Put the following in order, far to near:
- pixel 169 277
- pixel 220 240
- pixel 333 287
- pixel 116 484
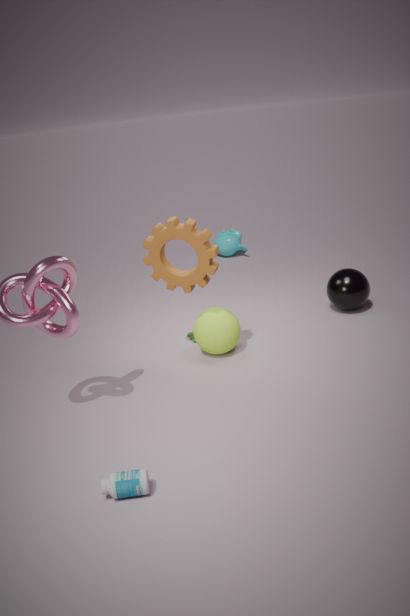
pixel 220 240, pixel 333 287, pixel 169 277, pixel 116 484
